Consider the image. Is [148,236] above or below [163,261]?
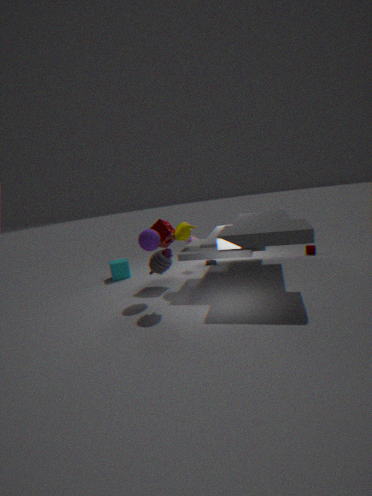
above
